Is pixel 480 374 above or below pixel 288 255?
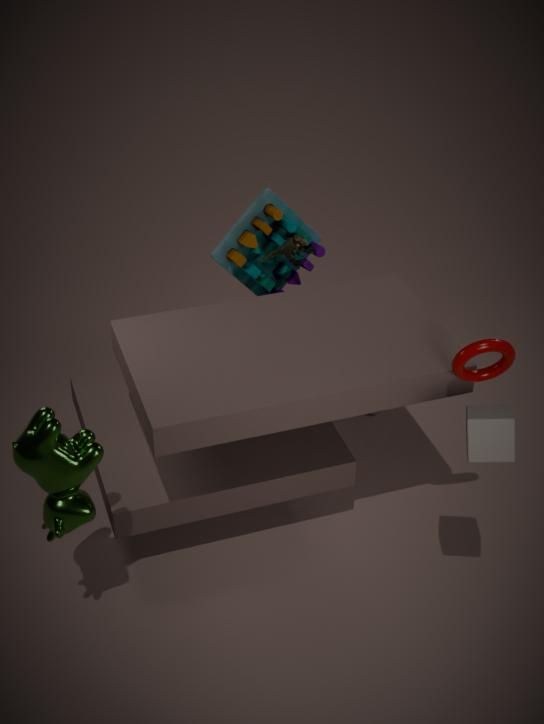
above
